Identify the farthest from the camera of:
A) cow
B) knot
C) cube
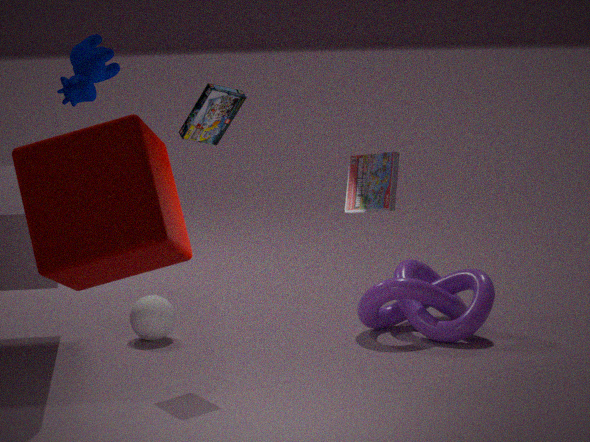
knot
